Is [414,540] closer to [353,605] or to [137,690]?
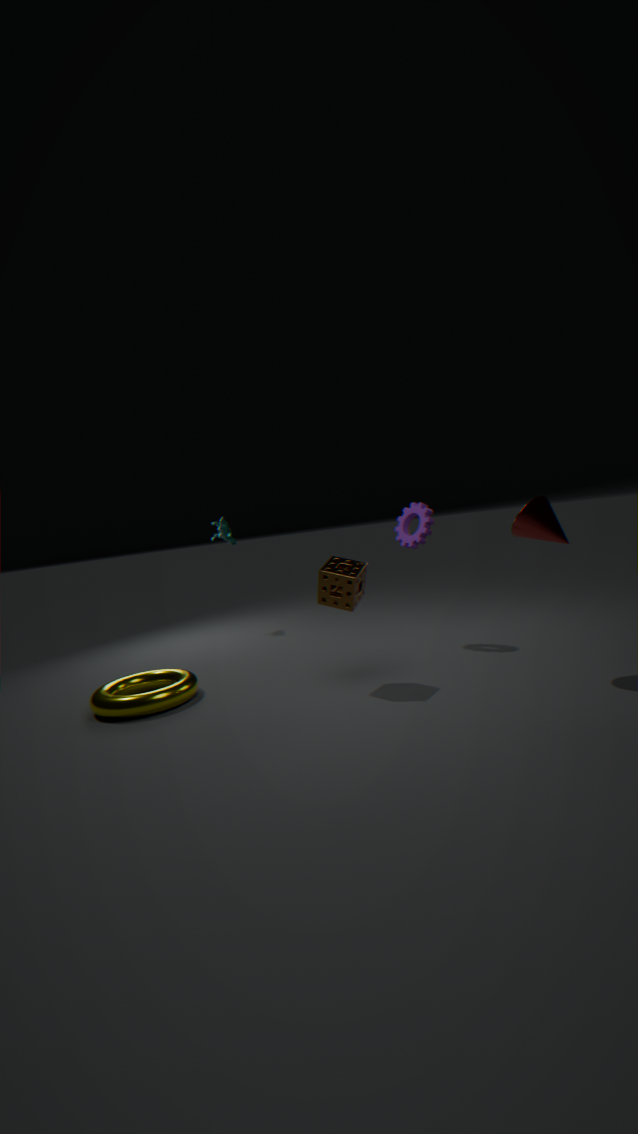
[353,605]
